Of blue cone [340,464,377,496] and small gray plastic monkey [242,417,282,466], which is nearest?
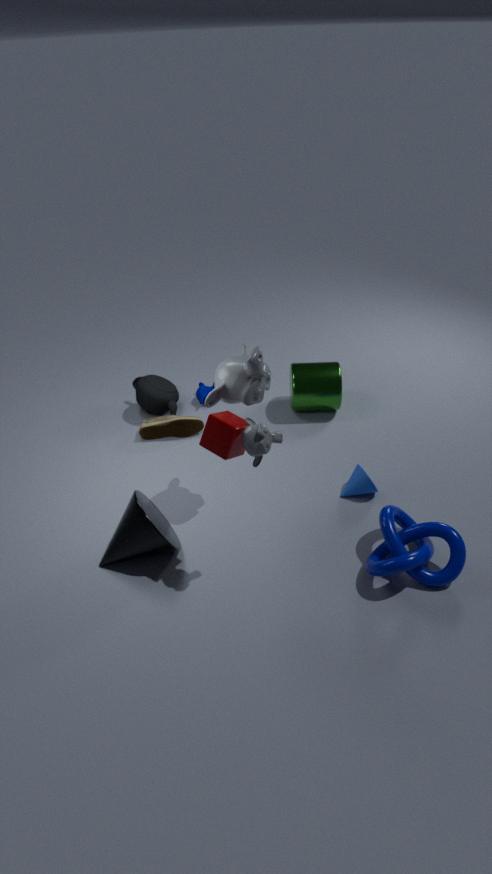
small gray plastic monkey [242,417,282,466]
